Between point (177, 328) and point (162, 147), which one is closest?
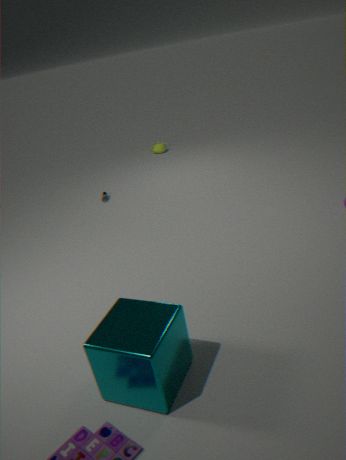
point (177, 328)
